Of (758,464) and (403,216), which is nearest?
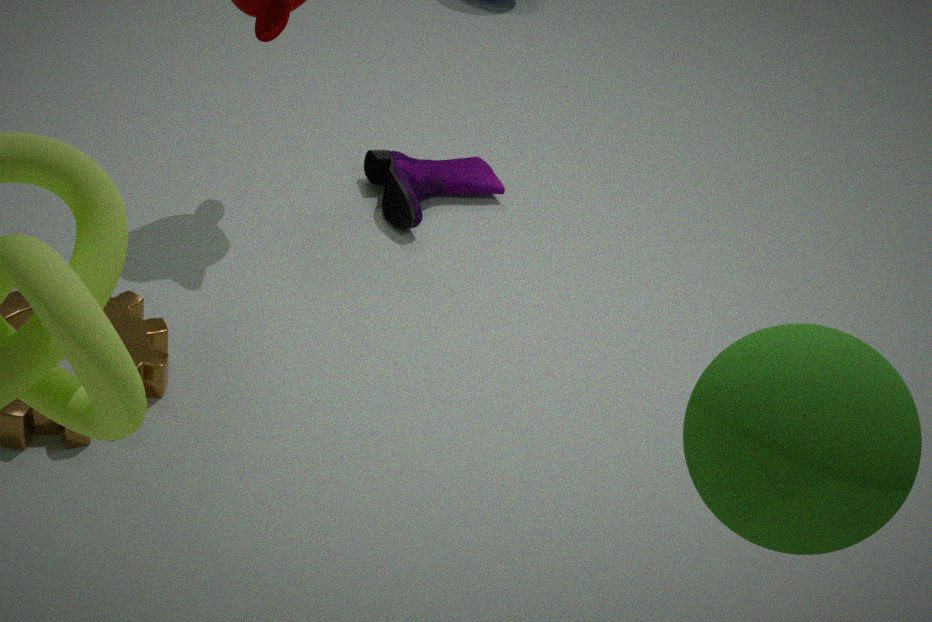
(758,464)
